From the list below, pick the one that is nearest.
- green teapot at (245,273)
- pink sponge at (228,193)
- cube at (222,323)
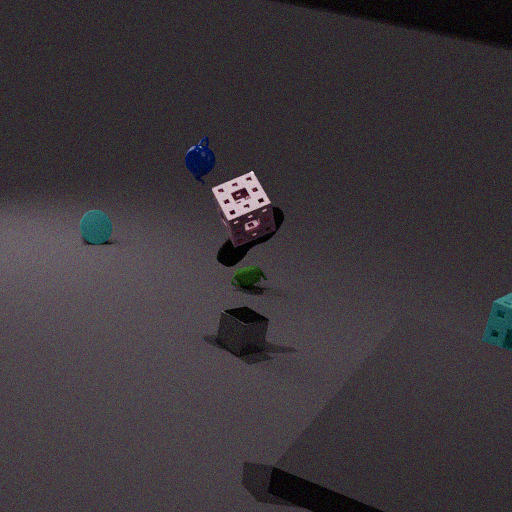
pink sponge at (228,193)
